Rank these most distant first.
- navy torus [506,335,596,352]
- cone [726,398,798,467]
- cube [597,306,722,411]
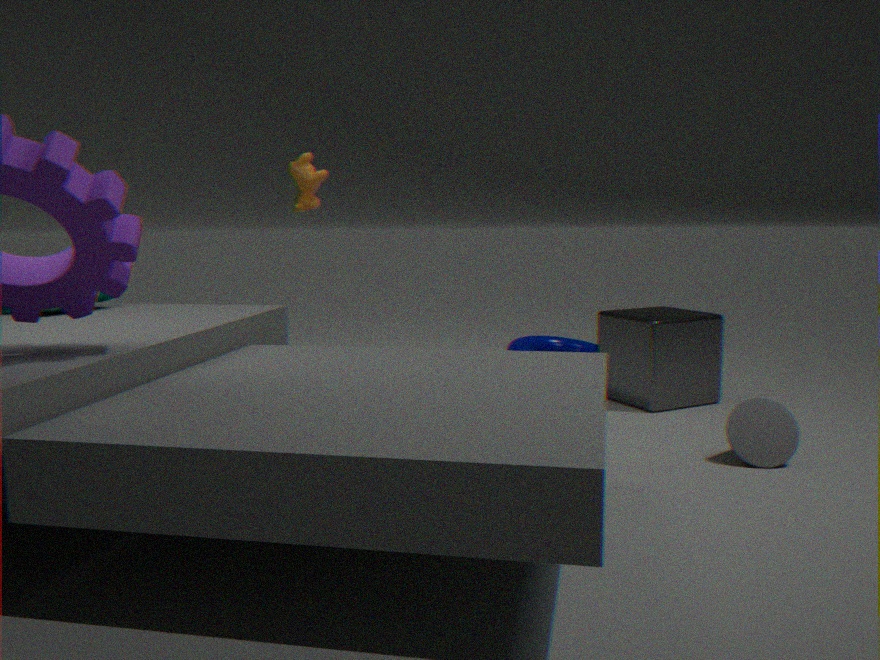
navy torus [506,335,596,352] < cube [597,306,722,411] < cone [726,398,798,467]
